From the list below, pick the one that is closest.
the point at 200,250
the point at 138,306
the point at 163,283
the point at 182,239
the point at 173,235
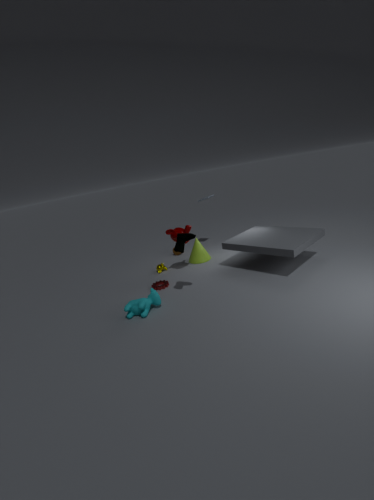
the point at 138,306
